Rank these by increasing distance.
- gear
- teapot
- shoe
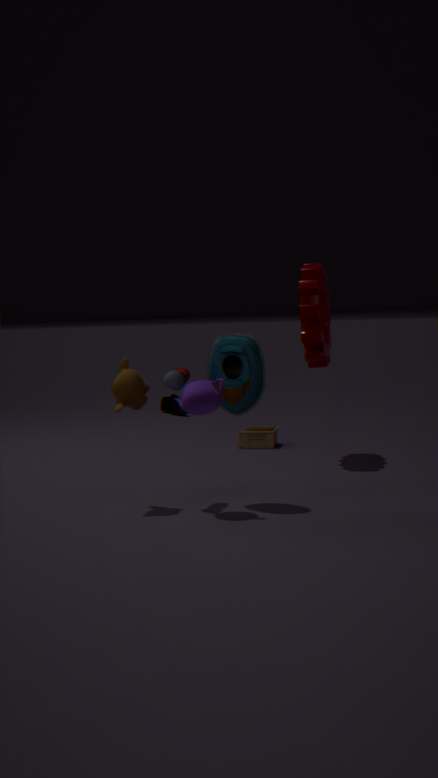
teapot, gear, shoe
